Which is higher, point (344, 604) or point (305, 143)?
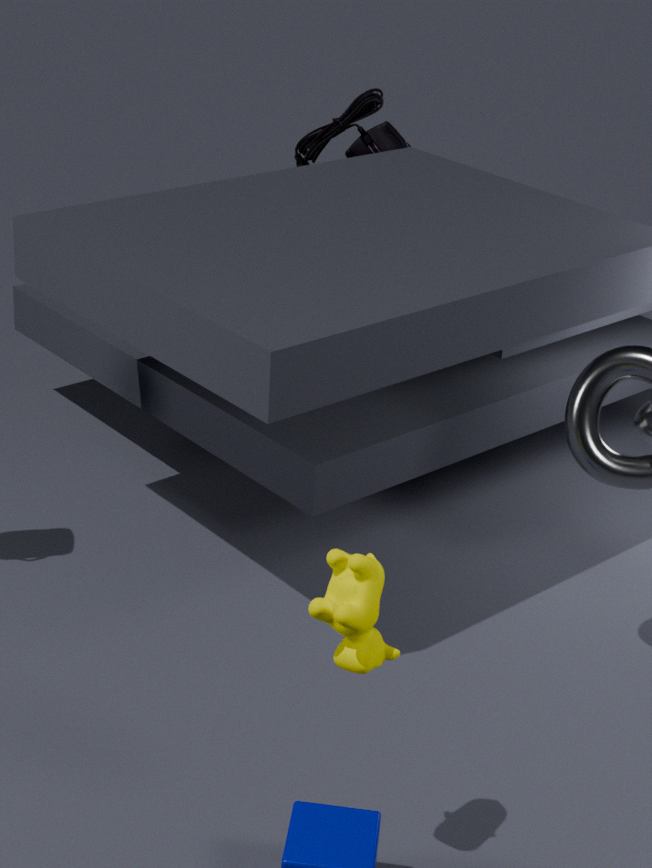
point (305, 143)
